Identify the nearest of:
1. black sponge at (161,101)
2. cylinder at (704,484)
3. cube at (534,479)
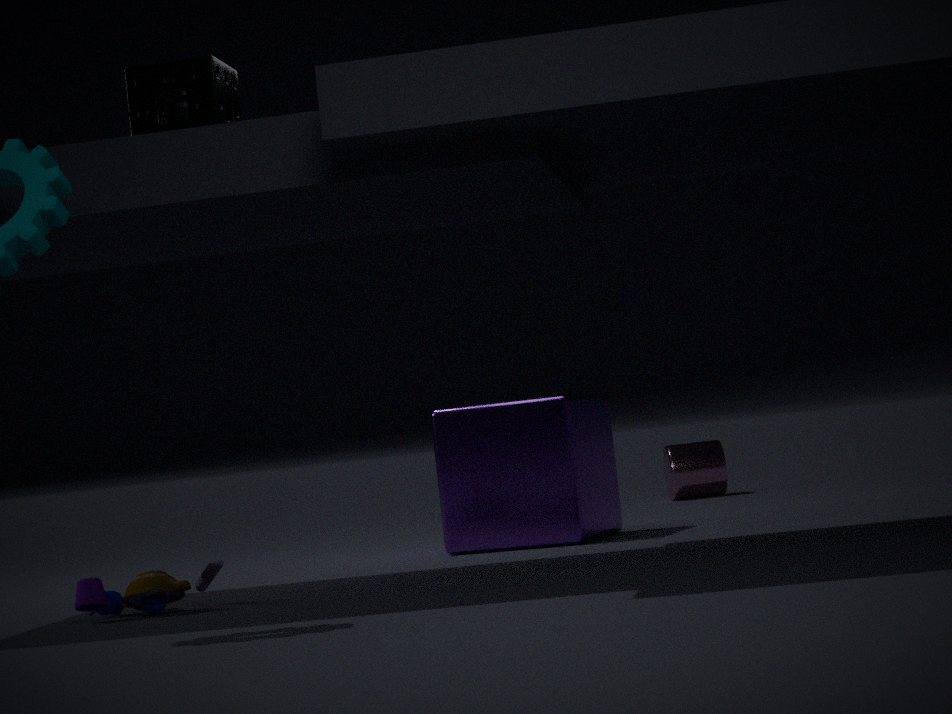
black sponge at (161,101)
